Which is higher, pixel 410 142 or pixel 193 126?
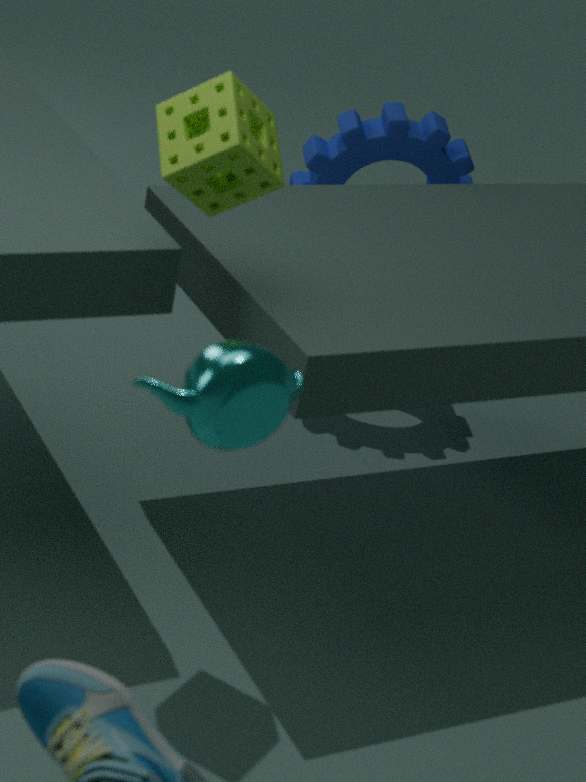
pixel 193 126
